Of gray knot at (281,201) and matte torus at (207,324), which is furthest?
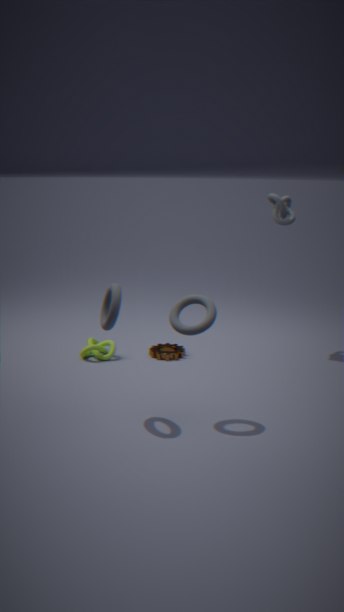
gray knot at (281,201)
